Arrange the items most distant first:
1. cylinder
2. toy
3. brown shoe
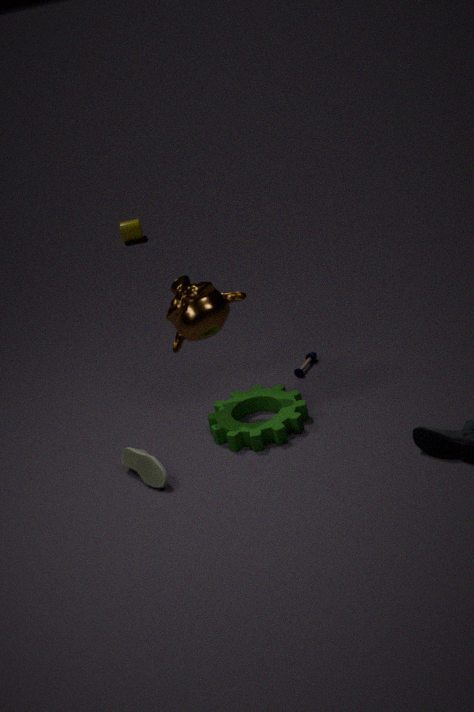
cylinder < toy < brown shoe
